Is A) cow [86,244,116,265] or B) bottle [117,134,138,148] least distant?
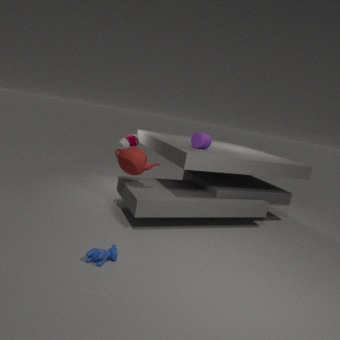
A. cow [86,244,116,265]
